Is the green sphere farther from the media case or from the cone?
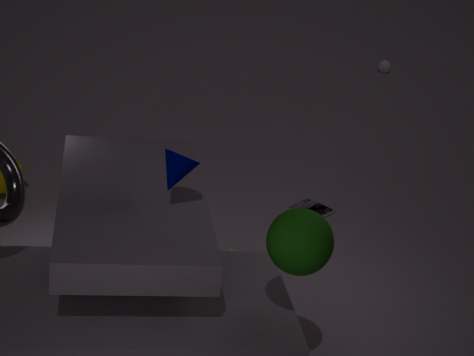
the media case
